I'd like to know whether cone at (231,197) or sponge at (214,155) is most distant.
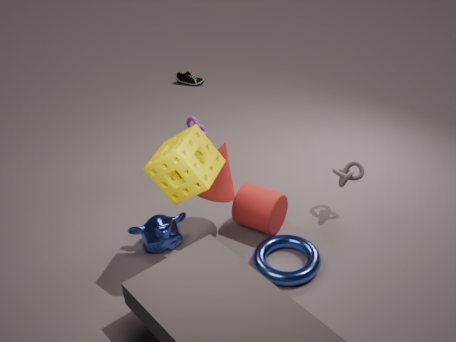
cone at (231,197)
